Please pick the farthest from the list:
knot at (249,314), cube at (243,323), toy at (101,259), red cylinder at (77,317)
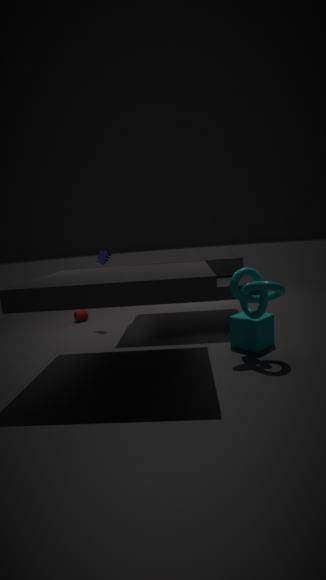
red cylinder at (77,317)
